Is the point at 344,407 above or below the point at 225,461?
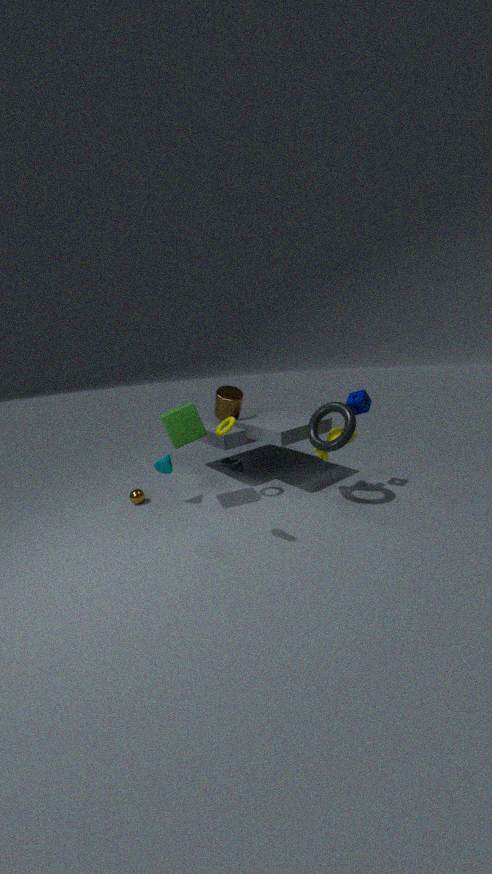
above
